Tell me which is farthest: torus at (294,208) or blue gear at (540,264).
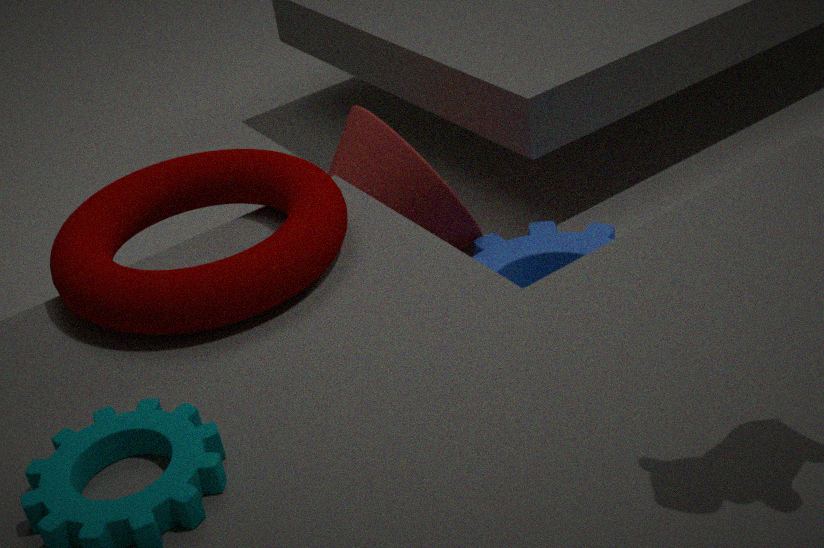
blue gear at (540,264)
